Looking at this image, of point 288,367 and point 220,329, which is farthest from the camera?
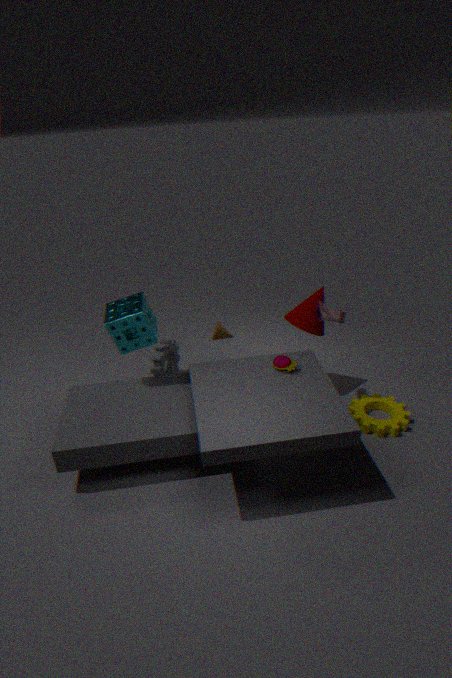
point 220,329
